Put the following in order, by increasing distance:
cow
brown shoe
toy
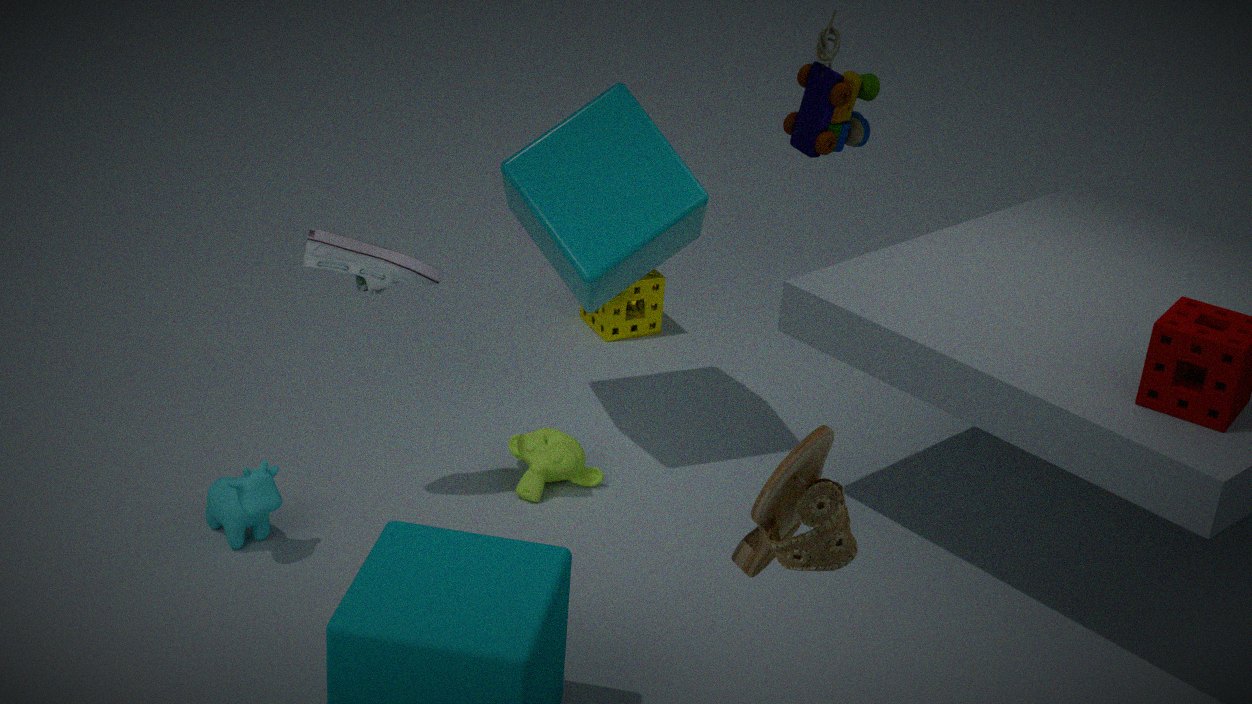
brown shoe → cow → toy
